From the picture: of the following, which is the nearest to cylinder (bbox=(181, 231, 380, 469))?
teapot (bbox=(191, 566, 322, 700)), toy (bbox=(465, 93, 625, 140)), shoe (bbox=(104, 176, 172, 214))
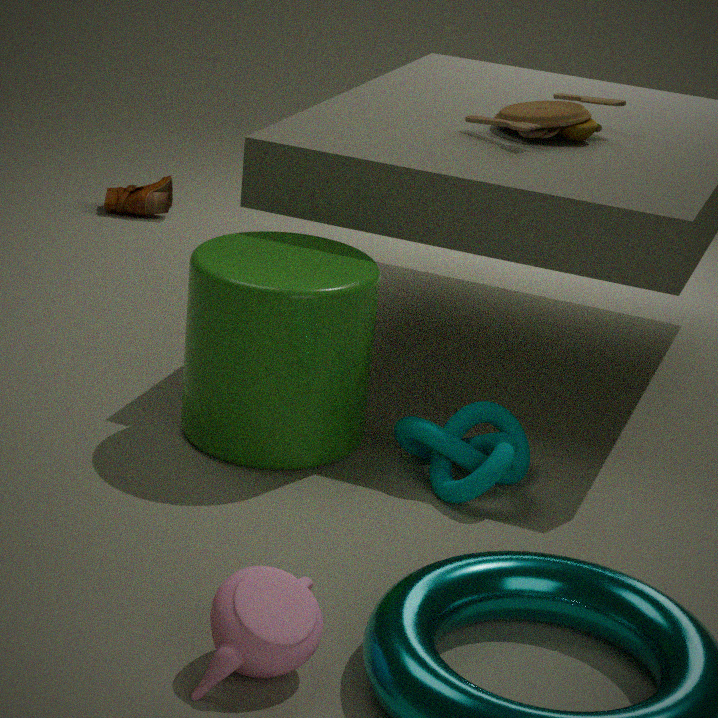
toy (bbox=(465, 93, 625, 140))
